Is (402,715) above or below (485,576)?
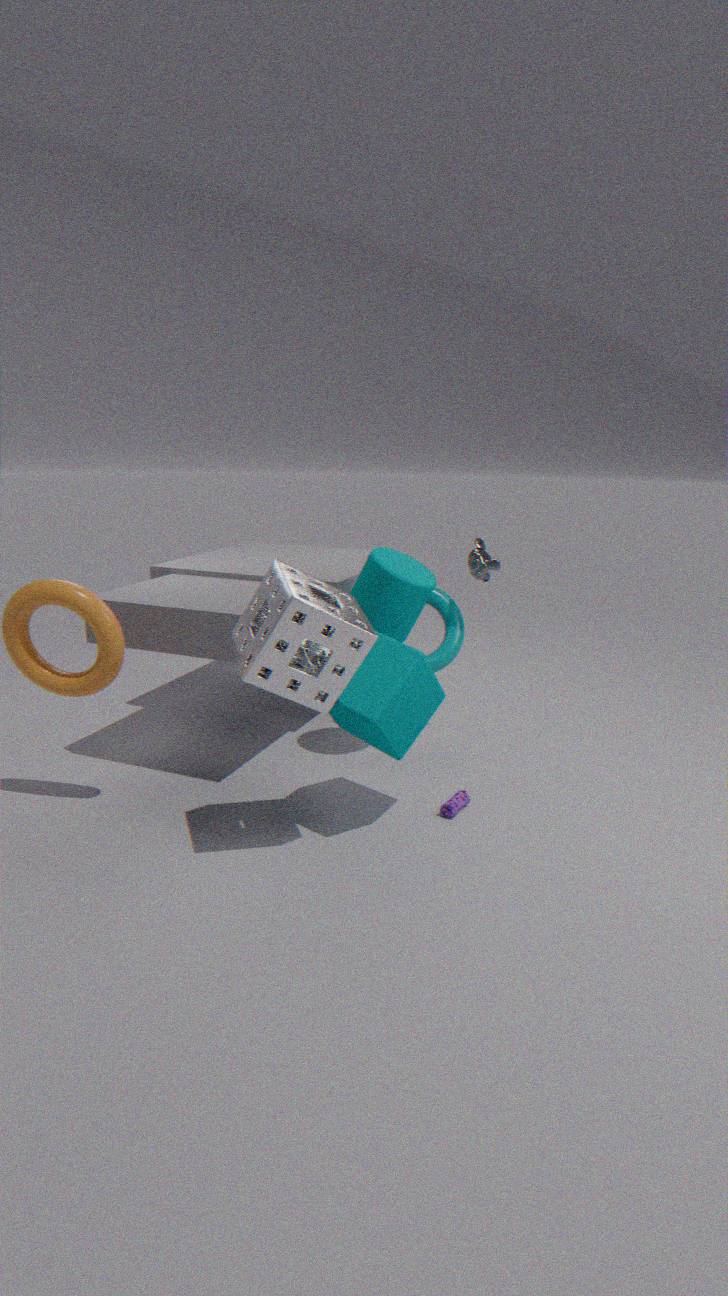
below
